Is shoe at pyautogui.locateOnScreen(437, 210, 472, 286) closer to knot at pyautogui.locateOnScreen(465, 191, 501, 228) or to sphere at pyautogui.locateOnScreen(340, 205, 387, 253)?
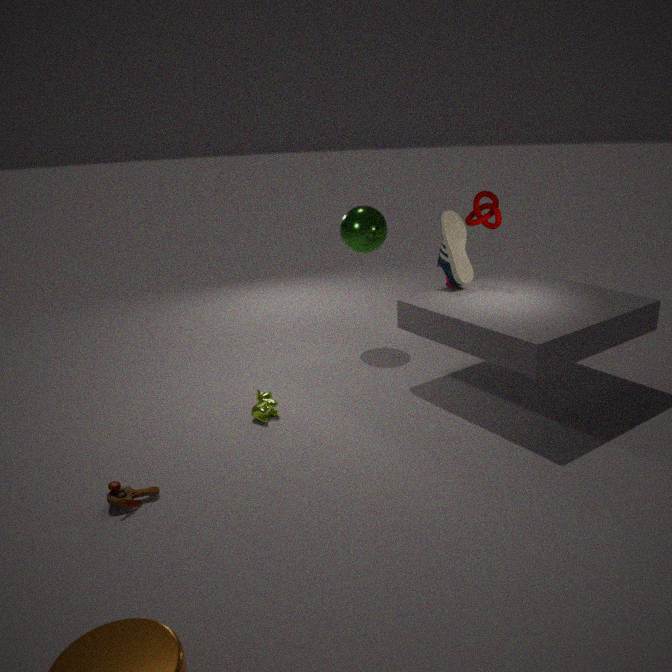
knot at pyautogui.locateOnScreen(465, 191, 501, 228)
